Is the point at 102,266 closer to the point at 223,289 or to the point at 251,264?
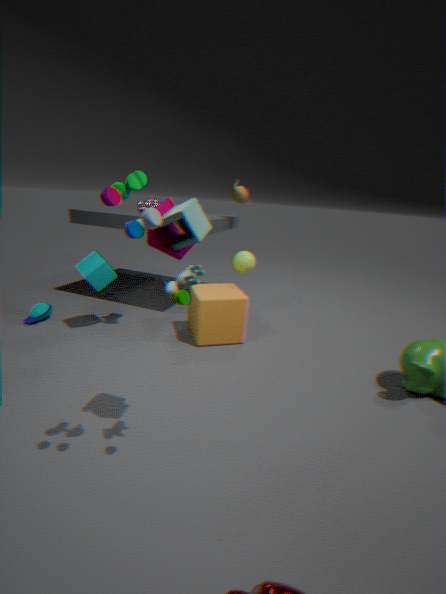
the point at 223,289
